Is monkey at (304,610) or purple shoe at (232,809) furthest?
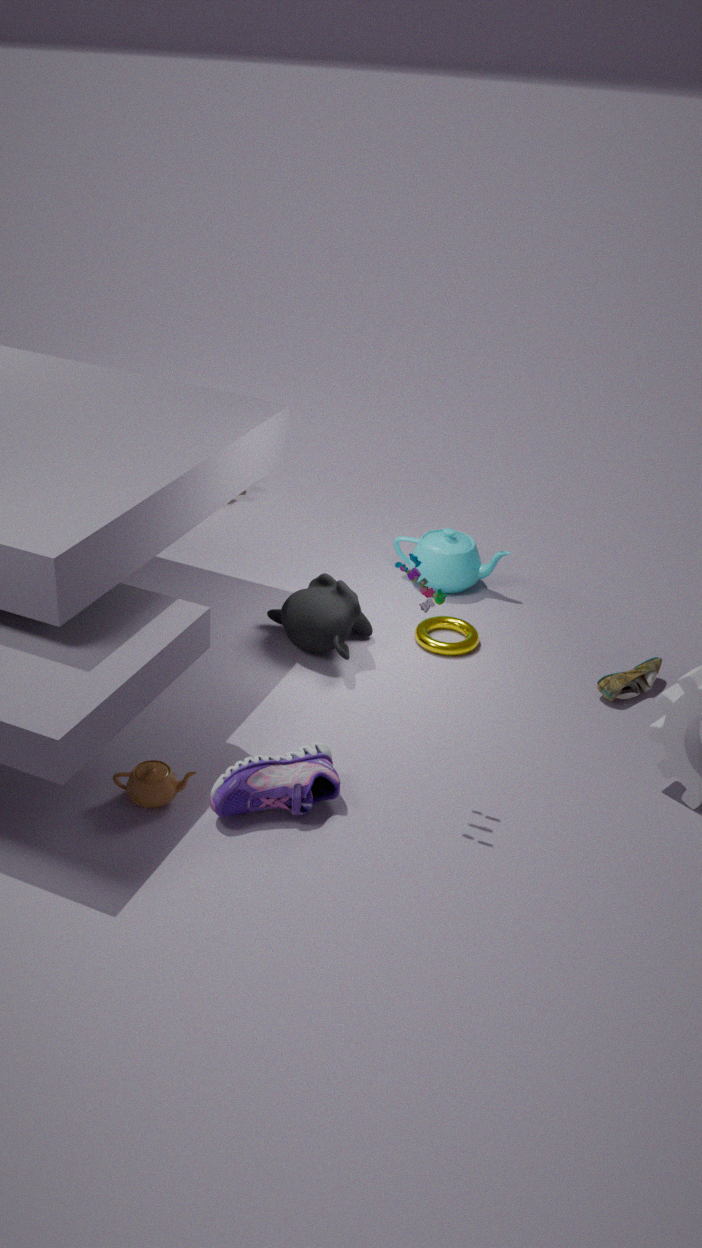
monkey at (304,610)
